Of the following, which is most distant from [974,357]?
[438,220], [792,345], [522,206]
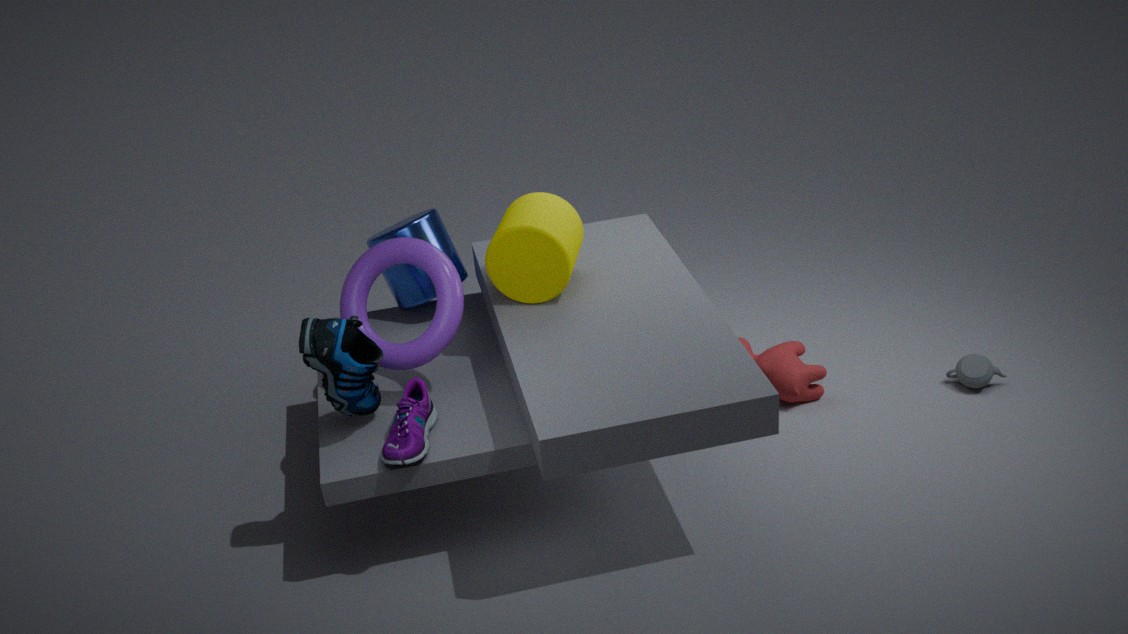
[438,220]
